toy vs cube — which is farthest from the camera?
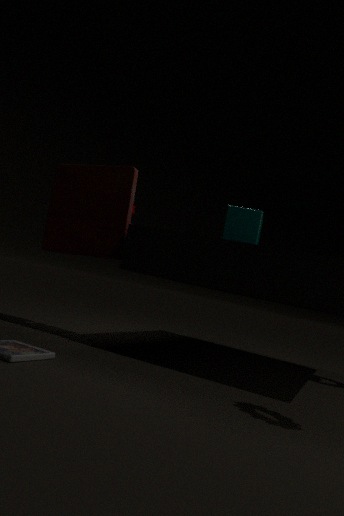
toy
